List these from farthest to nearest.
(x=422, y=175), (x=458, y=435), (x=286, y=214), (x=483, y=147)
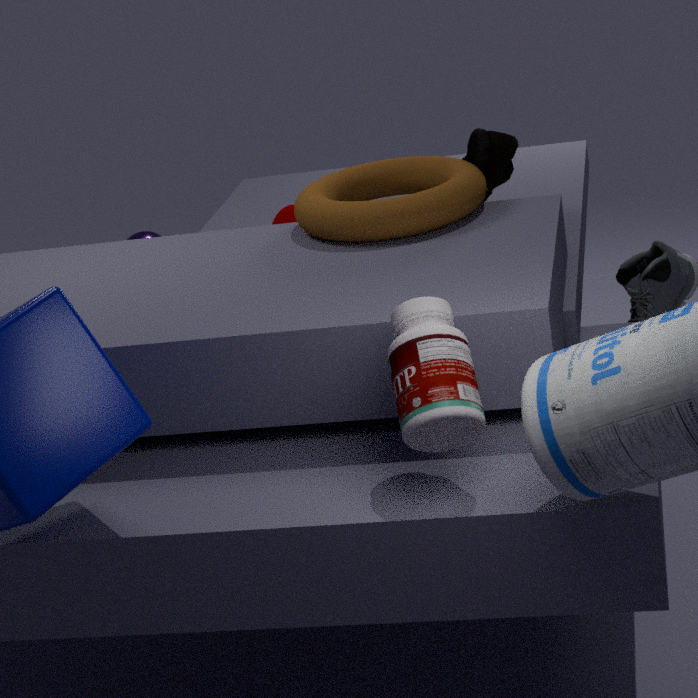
1. (x=286, y=214)
2. (x=422, y=175)
3. (x=483, y=147)
4. (x=458, y=435)
